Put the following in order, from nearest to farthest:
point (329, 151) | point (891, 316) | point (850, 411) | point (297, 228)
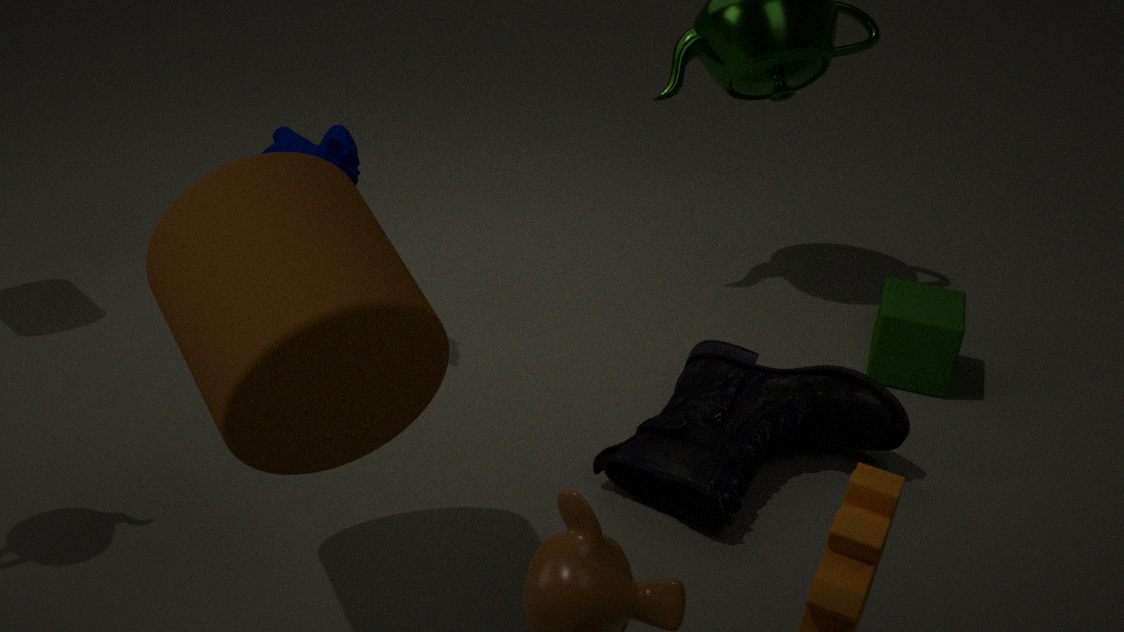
point (297, 228), point (329, 151), point (850, 411), point (891, 316)
